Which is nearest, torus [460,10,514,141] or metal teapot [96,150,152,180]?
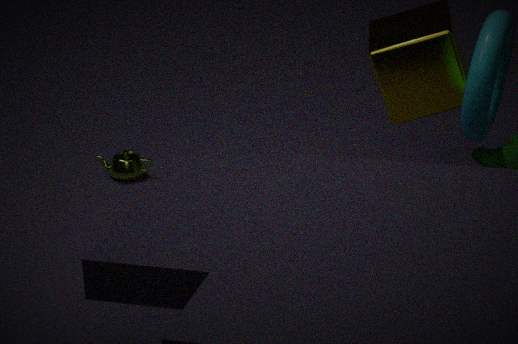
torus [460,10,514,141]
